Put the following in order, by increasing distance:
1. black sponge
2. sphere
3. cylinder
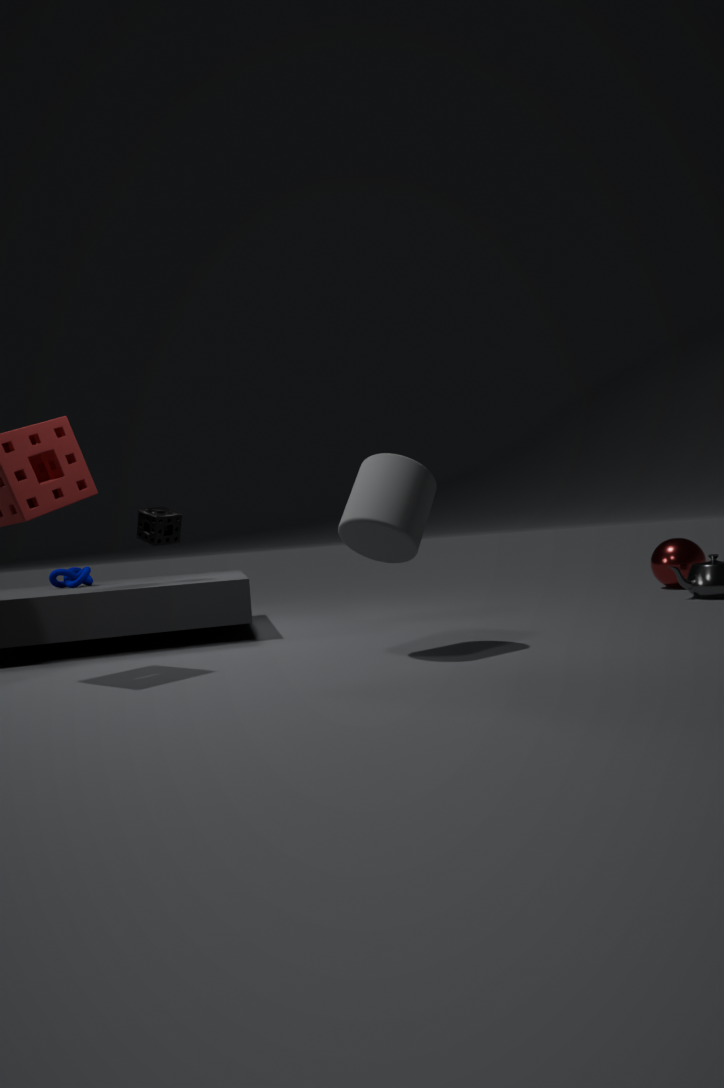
cylinder
black sponge
sphere
